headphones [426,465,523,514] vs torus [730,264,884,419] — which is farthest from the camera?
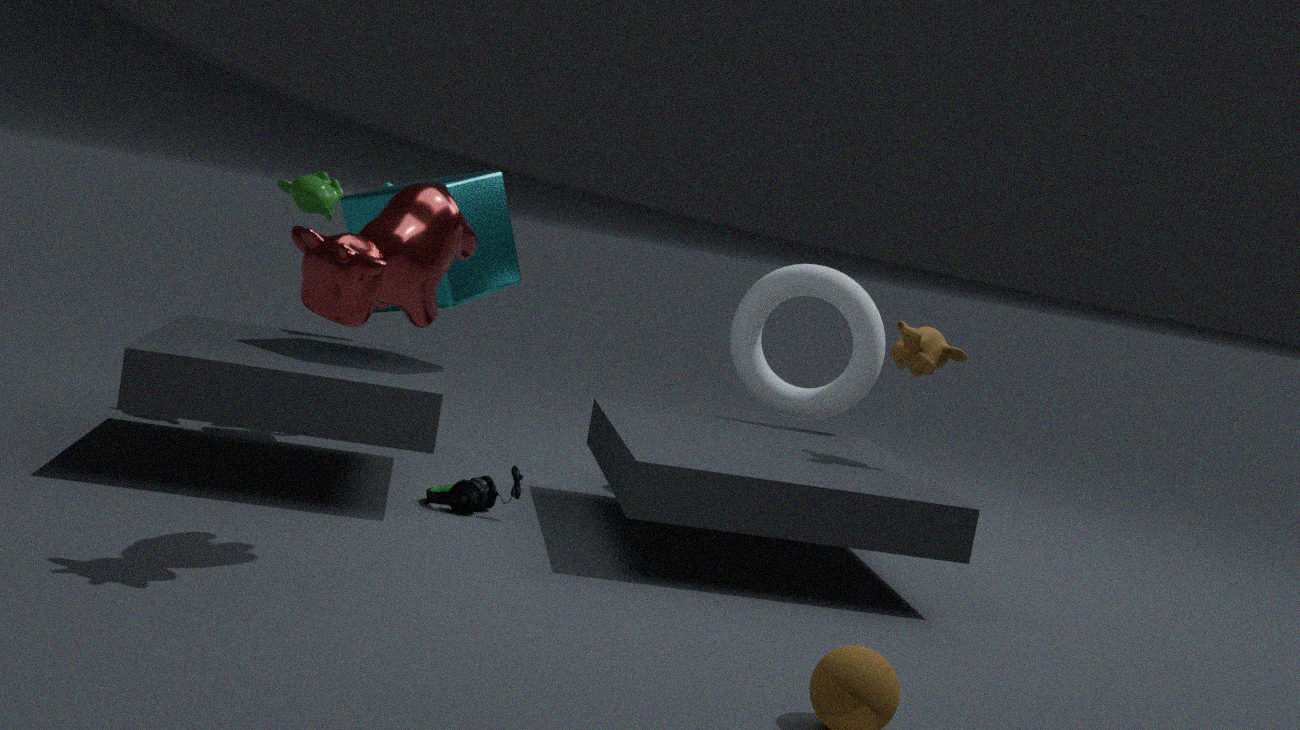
torus [730,264,884,419]
